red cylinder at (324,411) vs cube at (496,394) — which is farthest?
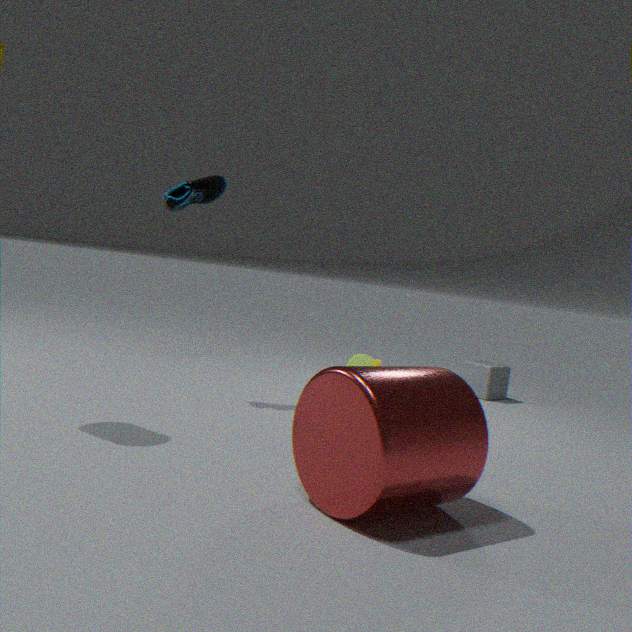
cube at (496,394)
